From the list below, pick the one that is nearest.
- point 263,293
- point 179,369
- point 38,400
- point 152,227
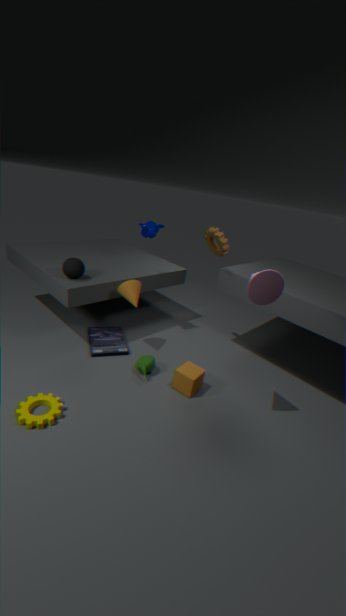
point 263,293
